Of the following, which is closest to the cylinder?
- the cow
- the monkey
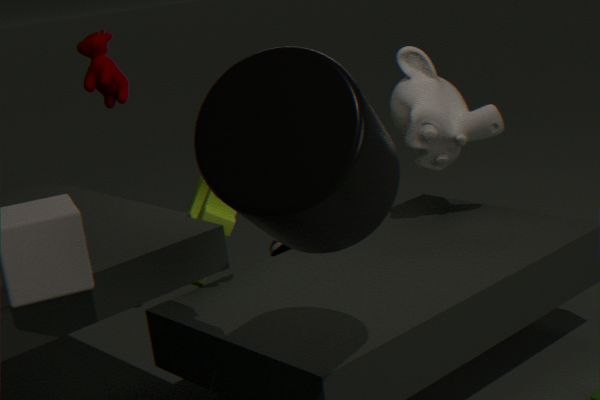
the monkey
